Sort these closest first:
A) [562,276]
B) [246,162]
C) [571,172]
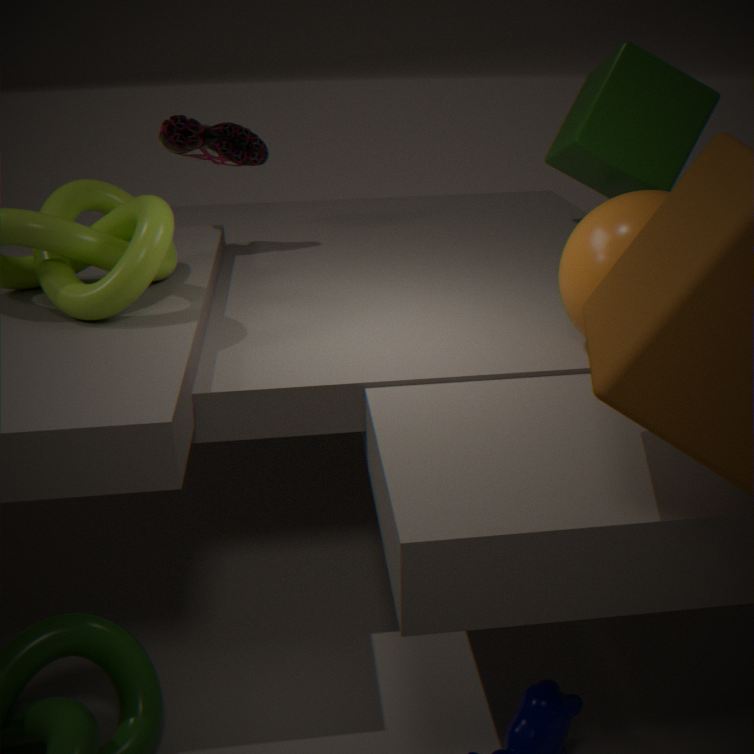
1. [562,276]
2. [246,162]
3. [571,172]
